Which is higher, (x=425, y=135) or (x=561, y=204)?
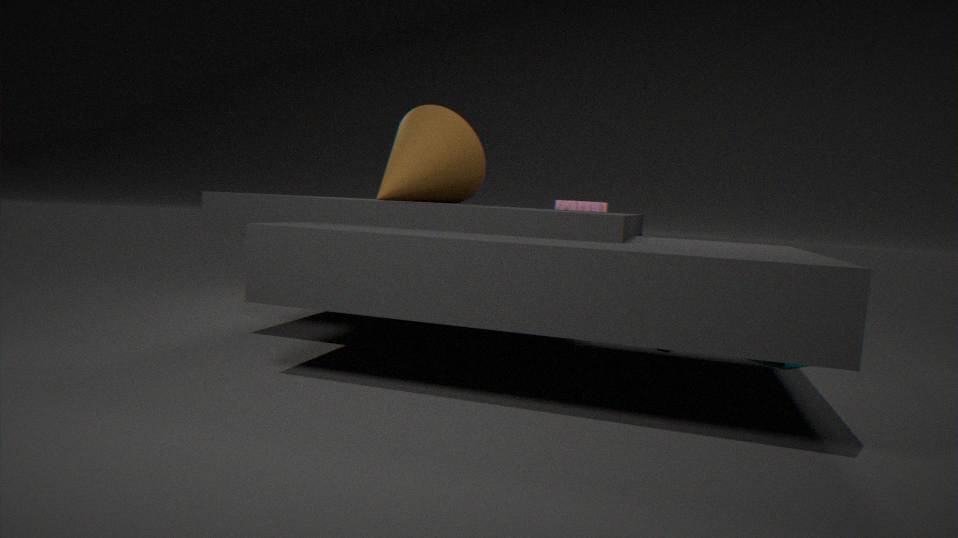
(x=425, y=135)
